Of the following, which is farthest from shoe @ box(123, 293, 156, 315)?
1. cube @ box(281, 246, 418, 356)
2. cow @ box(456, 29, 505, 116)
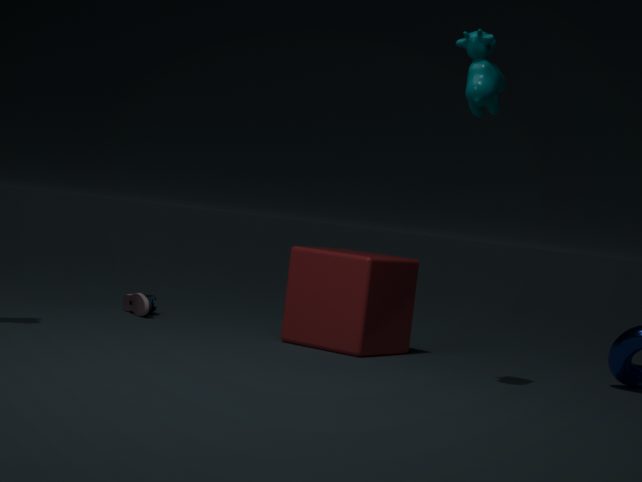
cow @ box(456, 29, 505, 116)
